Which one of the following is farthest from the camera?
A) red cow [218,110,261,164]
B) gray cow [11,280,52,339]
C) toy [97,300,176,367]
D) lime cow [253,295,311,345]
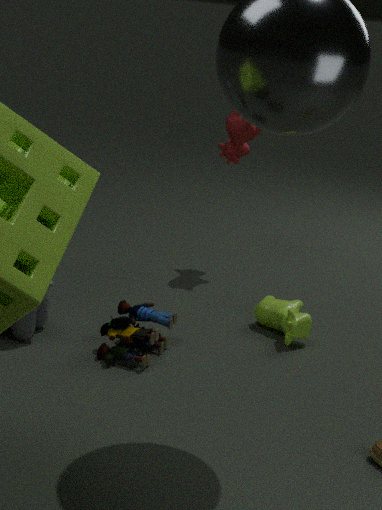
red cow [218,110,261,164]
